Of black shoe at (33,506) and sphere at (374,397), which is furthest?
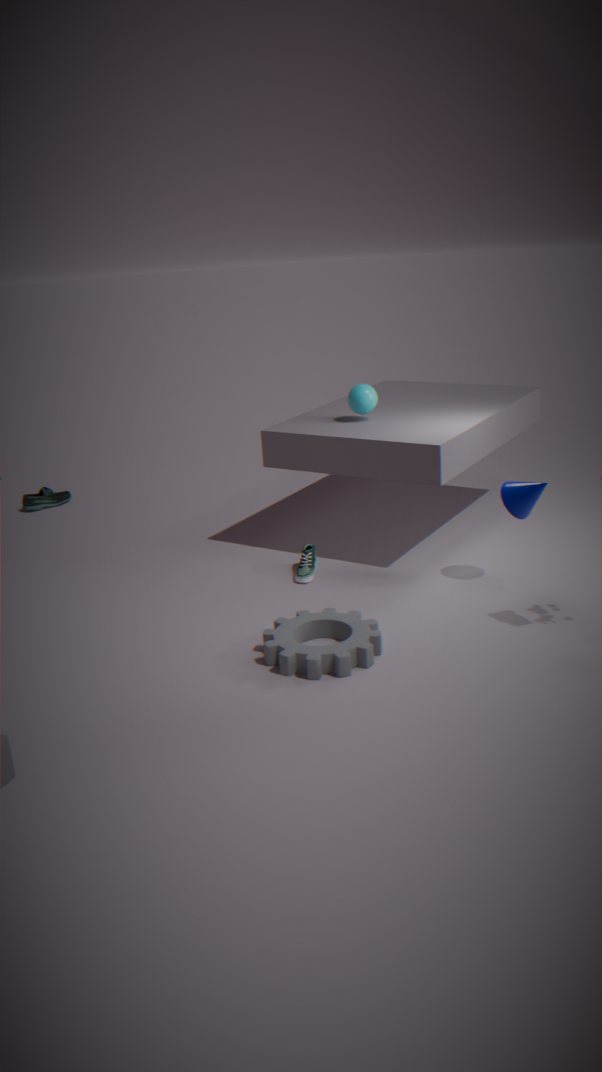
black shoe at (33,506)
